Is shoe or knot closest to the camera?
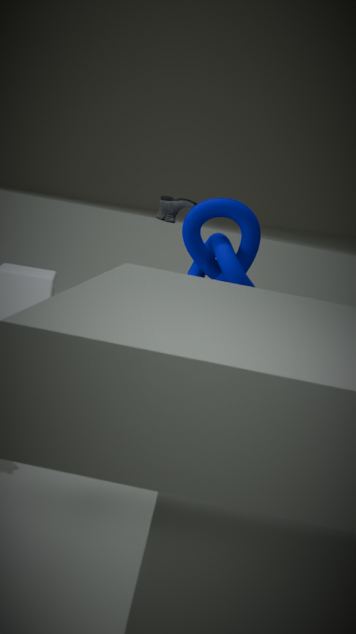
knot
